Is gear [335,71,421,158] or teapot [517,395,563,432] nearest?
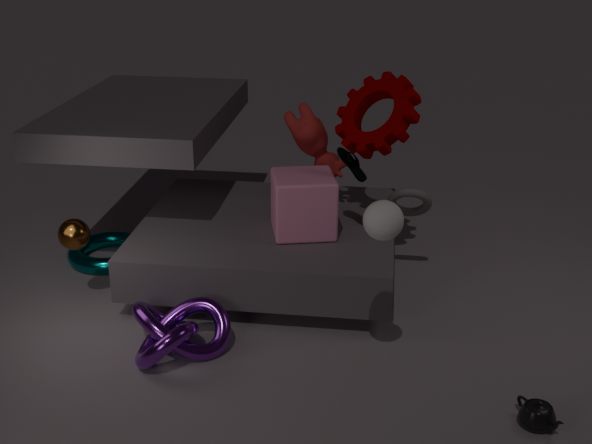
teapot [517,395,563,432]
